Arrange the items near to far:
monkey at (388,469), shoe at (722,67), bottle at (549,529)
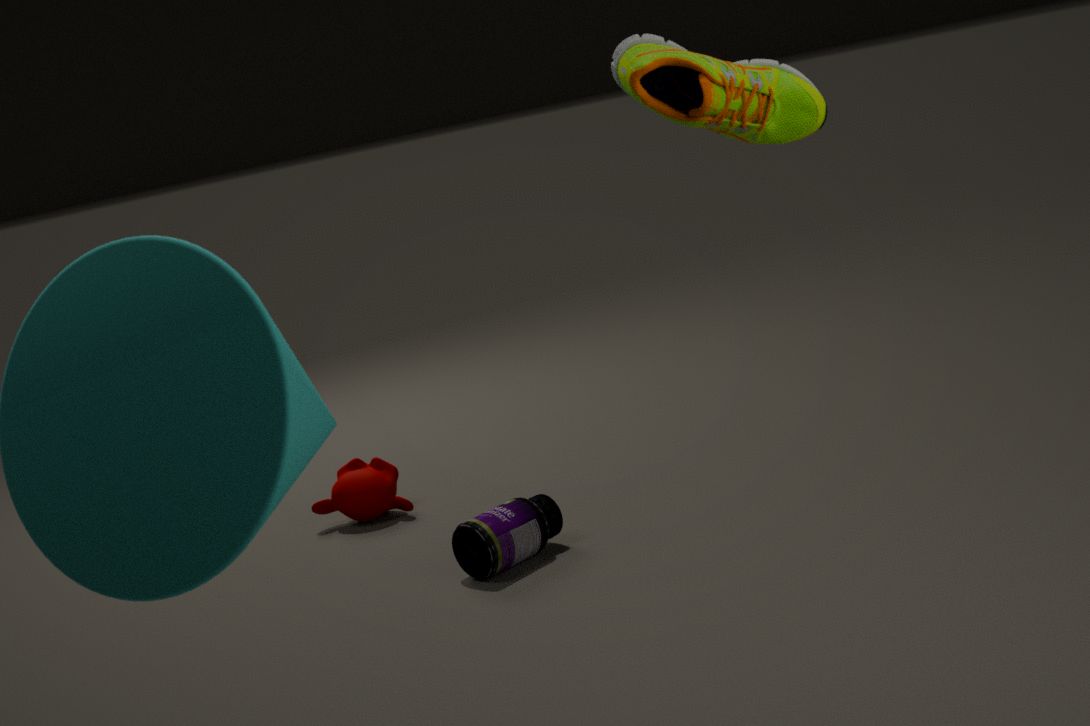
shoe at (722,67), bottle at (549,529), monkey at (388,469)
